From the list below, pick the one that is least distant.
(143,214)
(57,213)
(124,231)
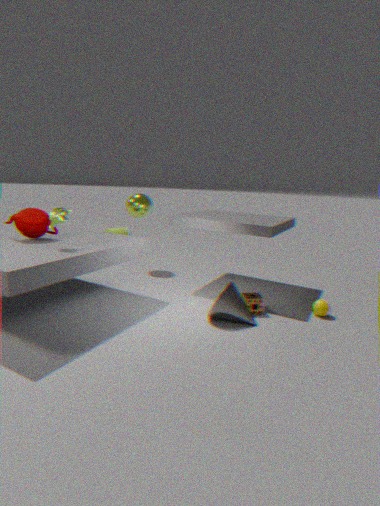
(57,213)
